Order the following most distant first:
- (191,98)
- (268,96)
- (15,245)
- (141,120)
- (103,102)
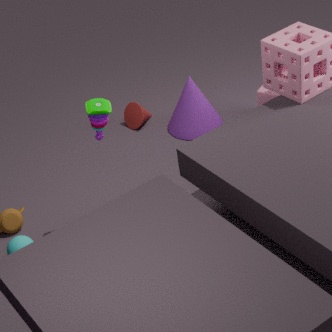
(141,120), (191,98), (268,96), (15,245), (103,102)
